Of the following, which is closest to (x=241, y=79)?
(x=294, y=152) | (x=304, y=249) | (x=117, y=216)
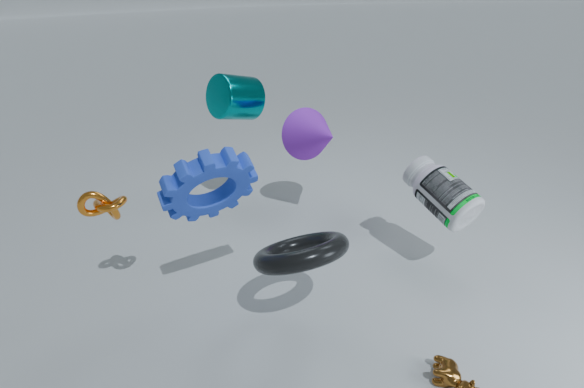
(x=294, y=152)
